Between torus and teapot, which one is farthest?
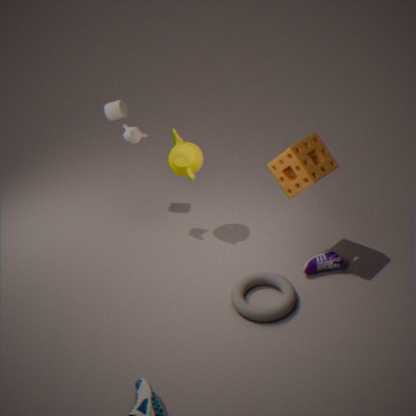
teapot
